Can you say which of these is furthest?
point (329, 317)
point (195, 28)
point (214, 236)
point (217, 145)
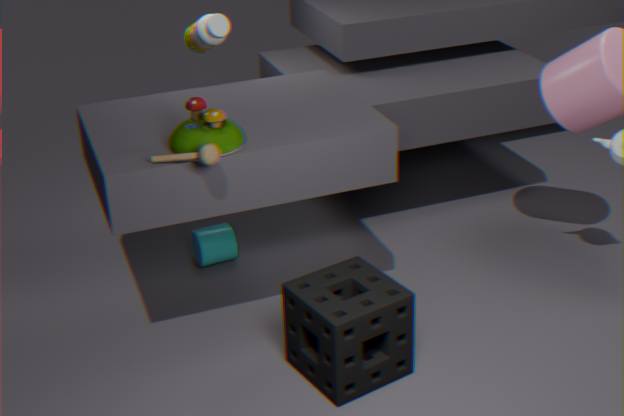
point (214, 236)
